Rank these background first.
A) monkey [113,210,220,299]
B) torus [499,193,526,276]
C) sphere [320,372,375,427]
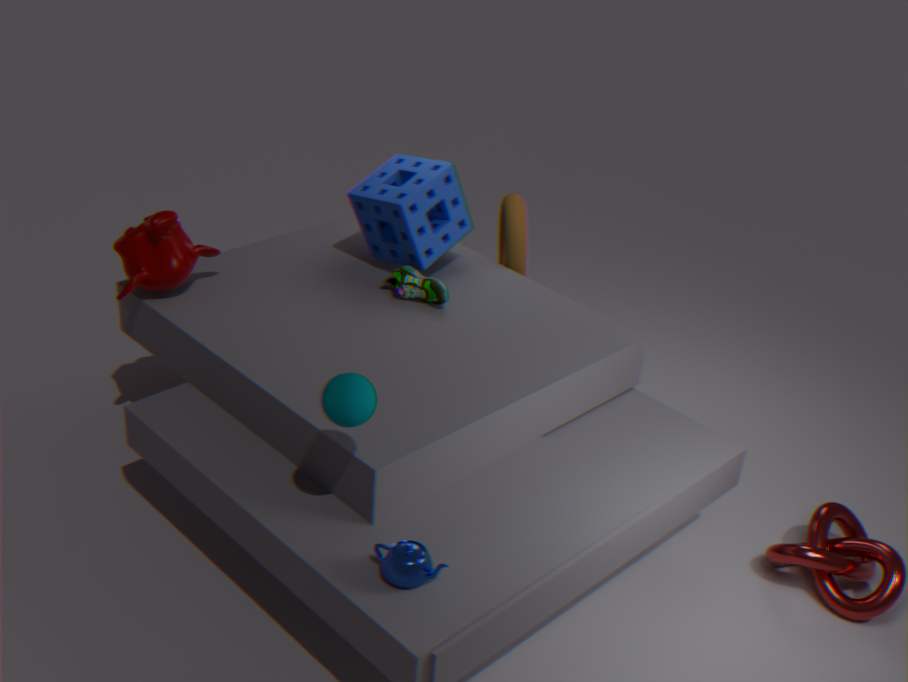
torus [499,193,526,276], monkey [113,210,220,299], sphere [320,372,375,427]
